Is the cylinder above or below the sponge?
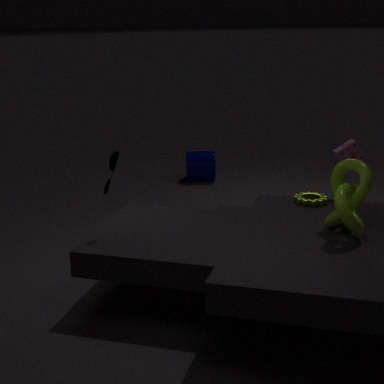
below
